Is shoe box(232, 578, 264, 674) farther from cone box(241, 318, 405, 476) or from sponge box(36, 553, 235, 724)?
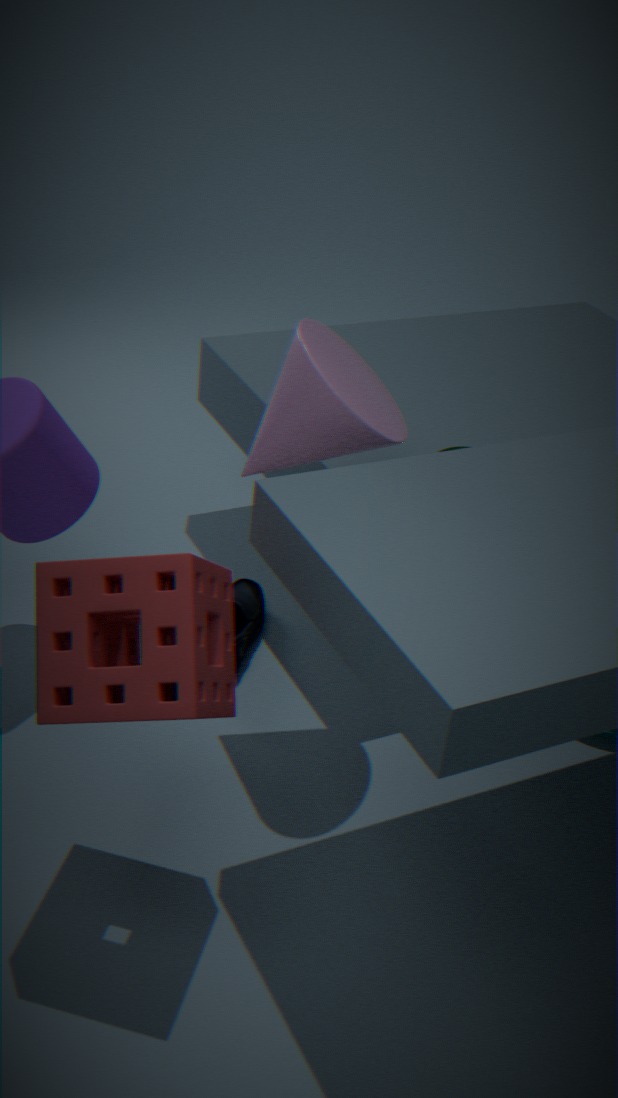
sponge box(36, 553, 235, 724)
